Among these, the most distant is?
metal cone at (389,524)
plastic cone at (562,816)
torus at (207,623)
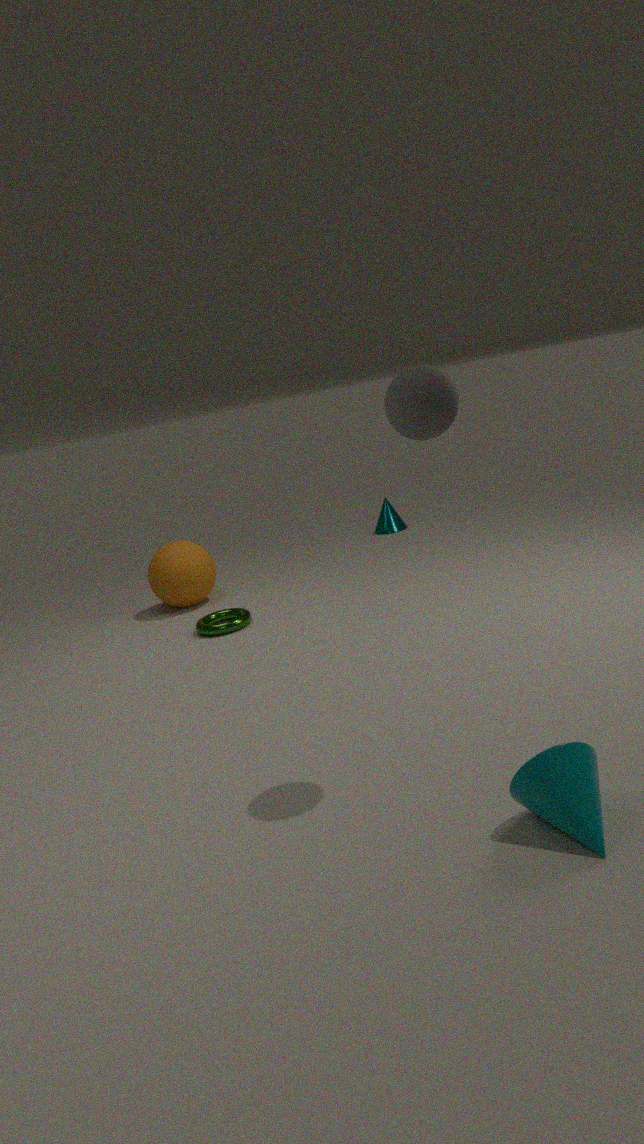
metal cone at (389,524)
